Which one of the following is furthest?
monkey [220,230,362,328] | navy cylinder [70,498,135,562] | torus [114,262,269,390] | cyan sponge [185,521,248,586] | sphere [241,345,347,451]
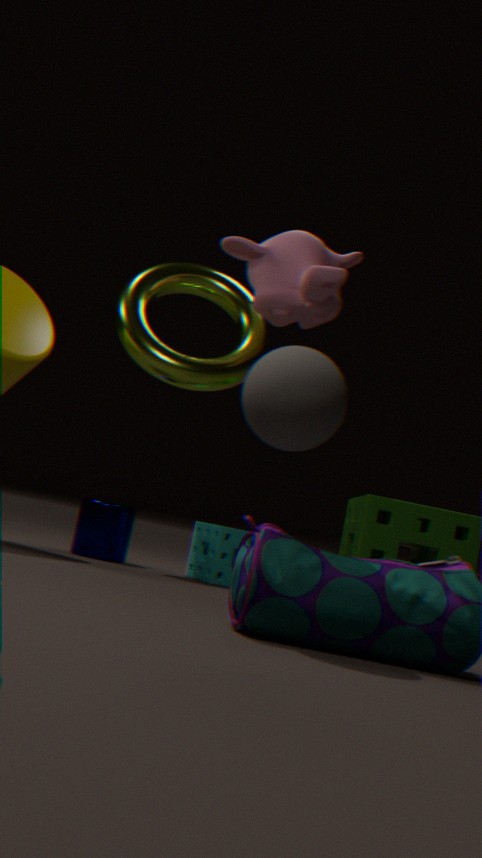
torus [114,262,269,390]
